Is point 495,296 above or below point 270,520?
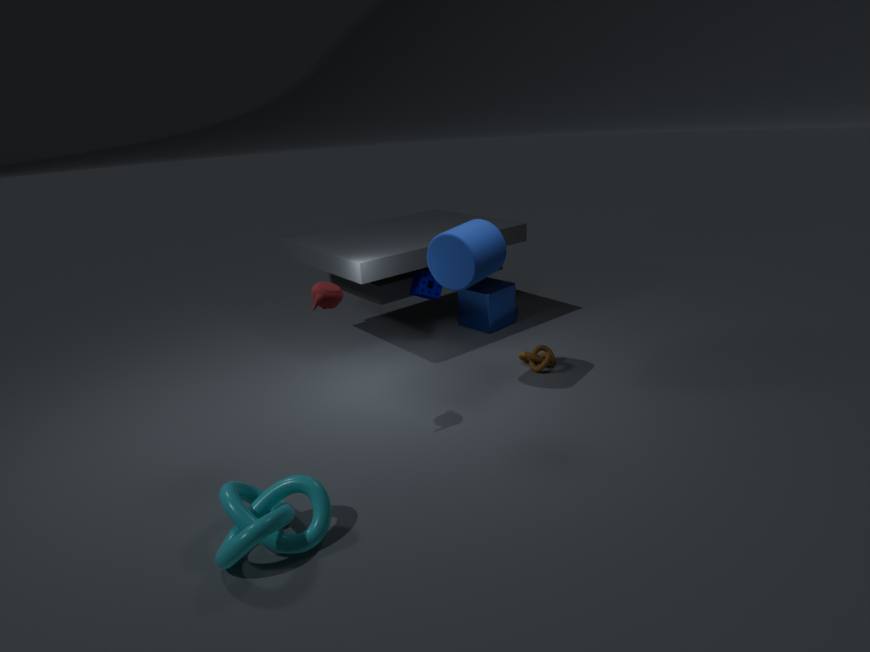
above
